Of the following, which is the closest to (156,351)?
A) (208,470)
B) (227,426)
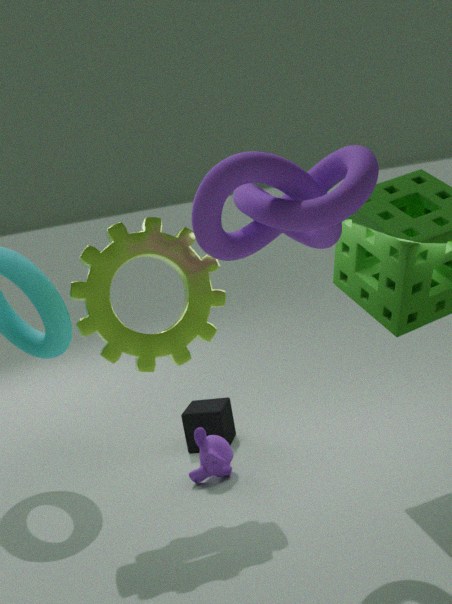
(208,470)
